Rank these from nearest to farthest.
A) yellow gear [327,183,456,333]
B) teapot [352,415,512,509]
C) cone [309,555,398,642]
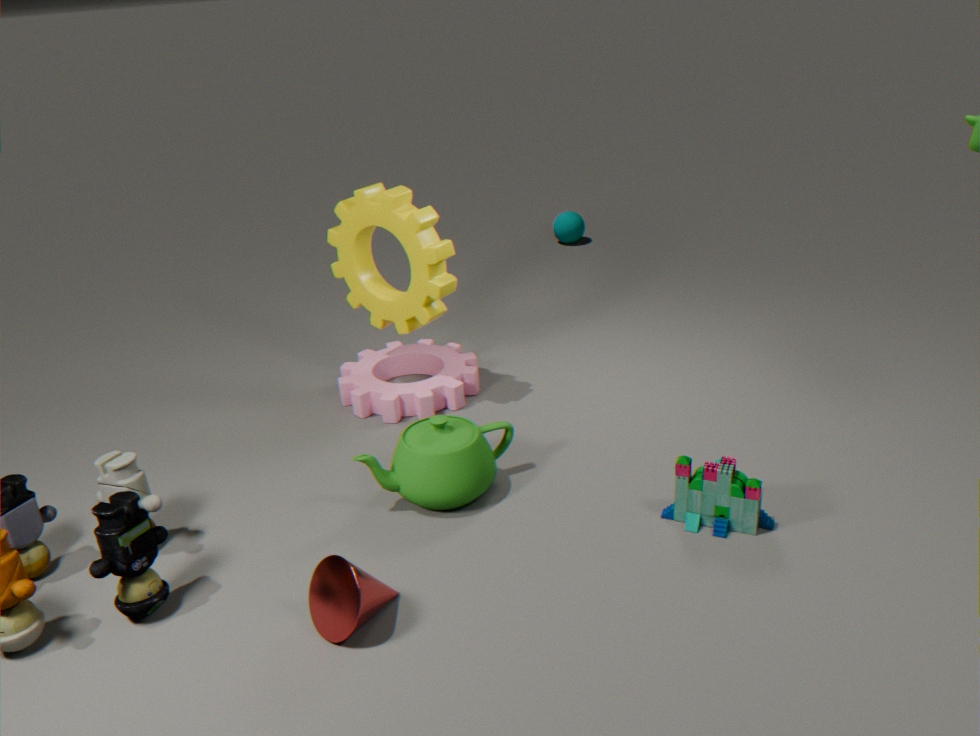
cone [309,555,398,642] < teapot [352,415,512,509] < yellow gear [327,183,456,333]
